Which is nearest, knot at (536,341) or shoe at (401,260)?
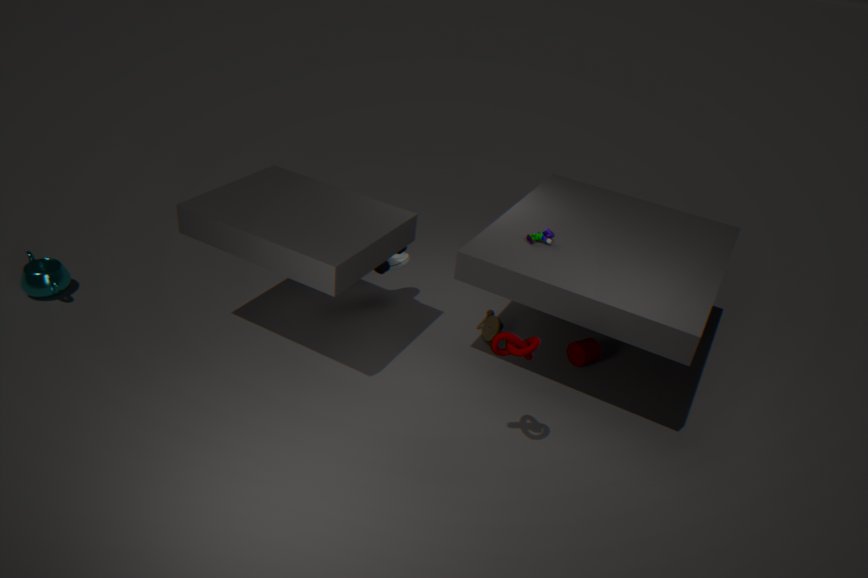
knot at (536,341)
